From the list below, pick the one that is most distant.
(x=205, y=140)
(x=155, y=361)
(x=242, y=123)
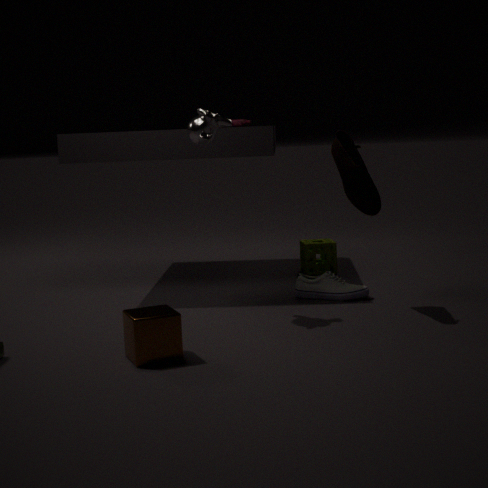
(x=242, y=123)
